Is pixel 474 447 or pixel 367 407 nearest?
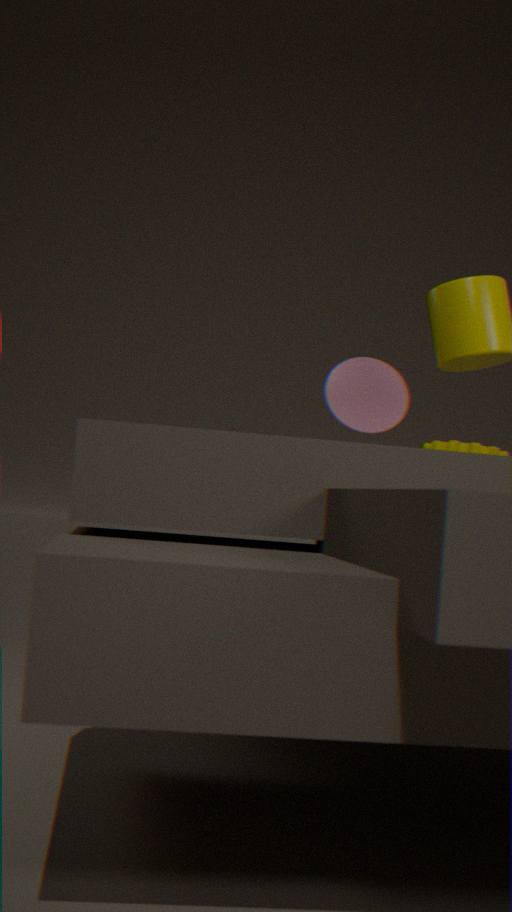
pixel 367 407
